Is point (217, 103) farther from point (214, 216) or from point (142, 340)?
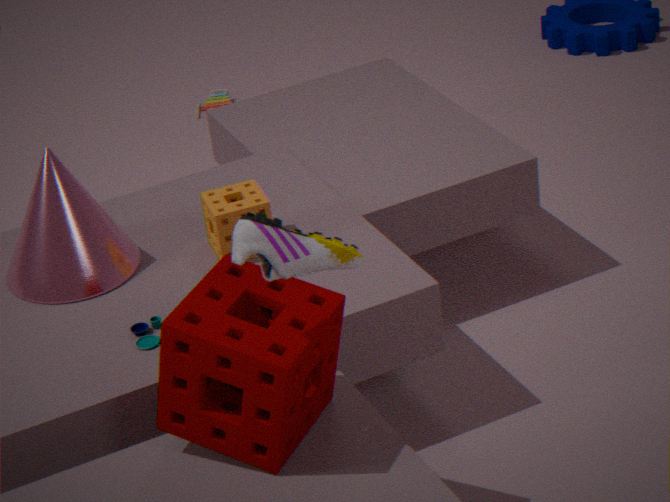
Answer: point (142, 340)
